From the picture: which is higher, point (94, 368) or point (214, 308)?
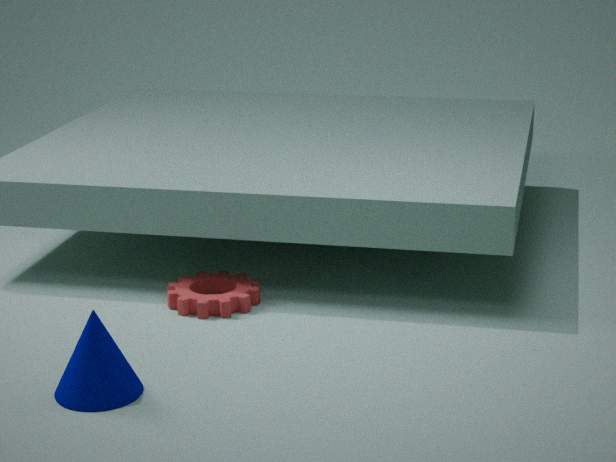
point (94, 368)
